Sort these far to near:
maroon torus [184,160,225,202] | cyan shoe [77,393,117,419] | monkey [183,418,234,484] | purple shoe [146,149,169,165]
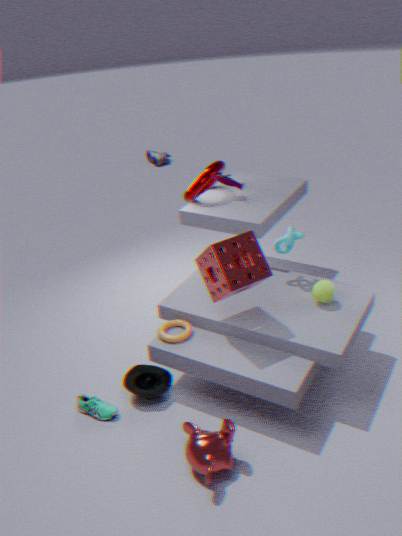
purple shoe [146,149,169,165] → maroon torus [184,160,225,202] → cyan shoe [77,393,117,419] → monkey [183,418,234,484]
